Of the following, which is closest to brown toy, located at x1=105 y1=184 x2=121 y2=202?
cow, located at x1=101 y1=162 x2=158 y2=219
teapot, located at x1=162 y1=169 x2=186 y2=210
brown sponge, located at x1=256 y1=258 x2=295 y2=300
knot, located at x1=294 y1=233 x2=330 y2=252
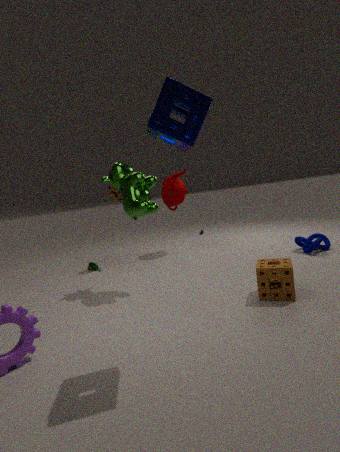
teapot, located at x1=162 y1=169 x2=186 y2=210
